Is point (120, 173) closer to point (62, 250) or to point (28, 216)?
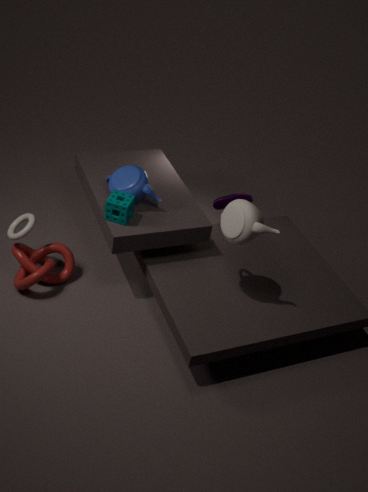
point (28, 216)
